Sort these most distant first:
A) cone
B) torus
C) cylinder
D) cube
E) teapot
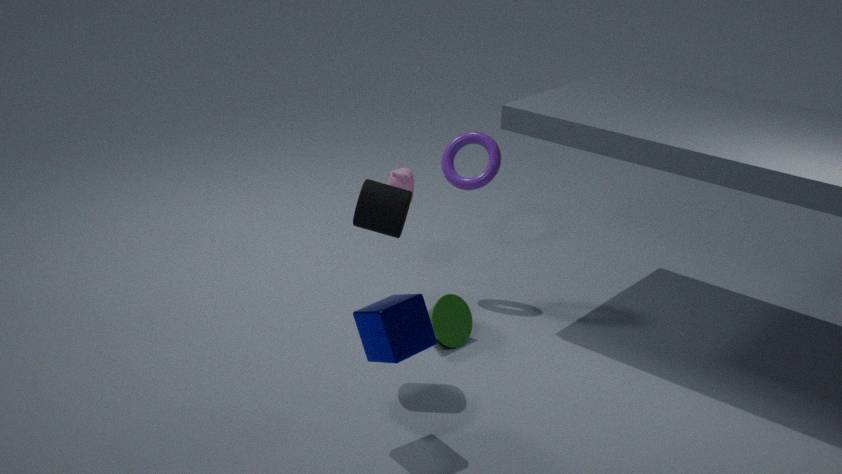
1. torus
2. teapot
3. cone
4. cylinder
5. cube
